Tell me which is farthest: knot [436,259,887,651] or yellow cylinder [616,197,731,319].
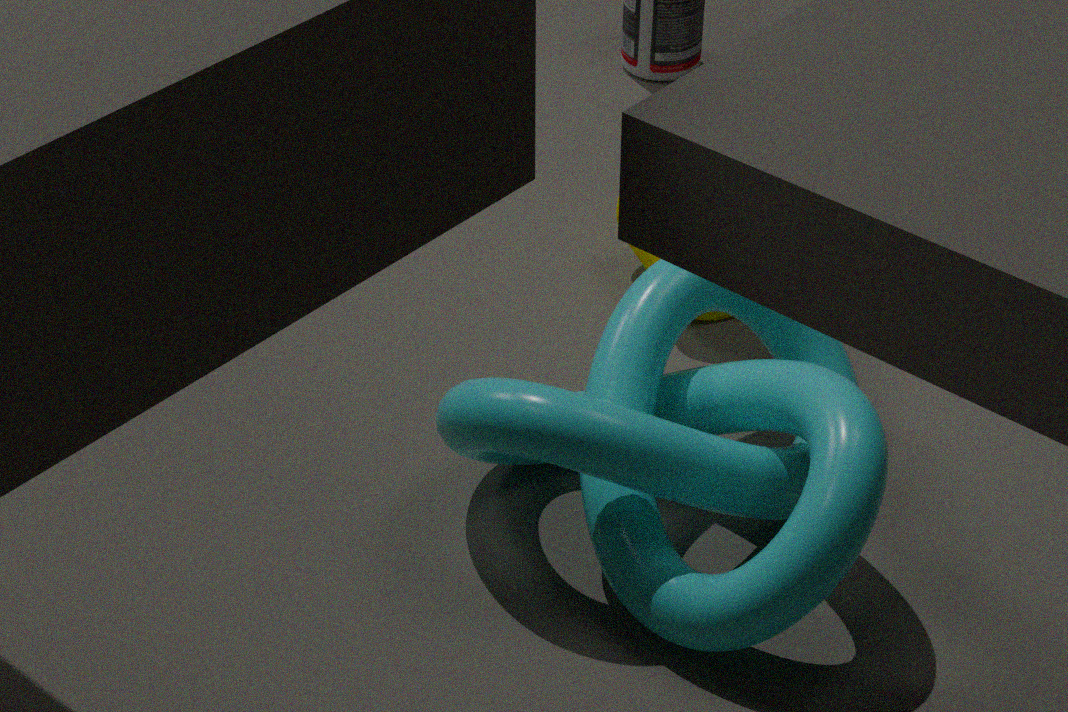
yellow cylinder [616,197,731,319]
